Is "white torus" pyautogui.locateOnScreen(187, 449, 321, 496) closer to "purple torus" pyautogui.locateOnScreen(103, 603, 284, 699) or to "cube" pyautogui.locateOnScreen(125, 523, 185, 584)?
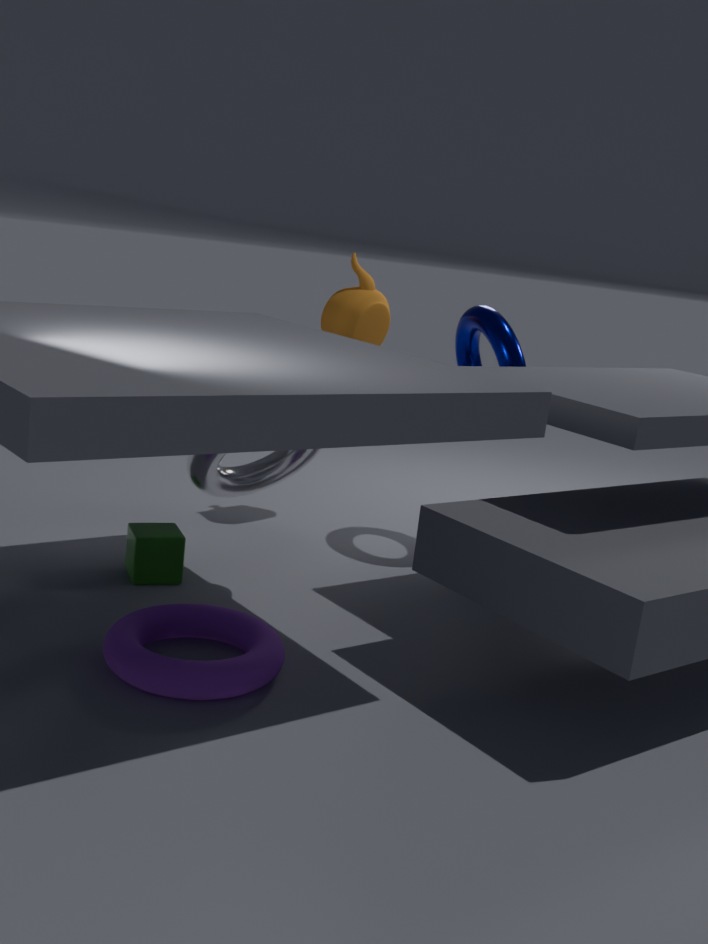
"cube" pyautogui.locateOnScreen(125, 523, 185, 584)
